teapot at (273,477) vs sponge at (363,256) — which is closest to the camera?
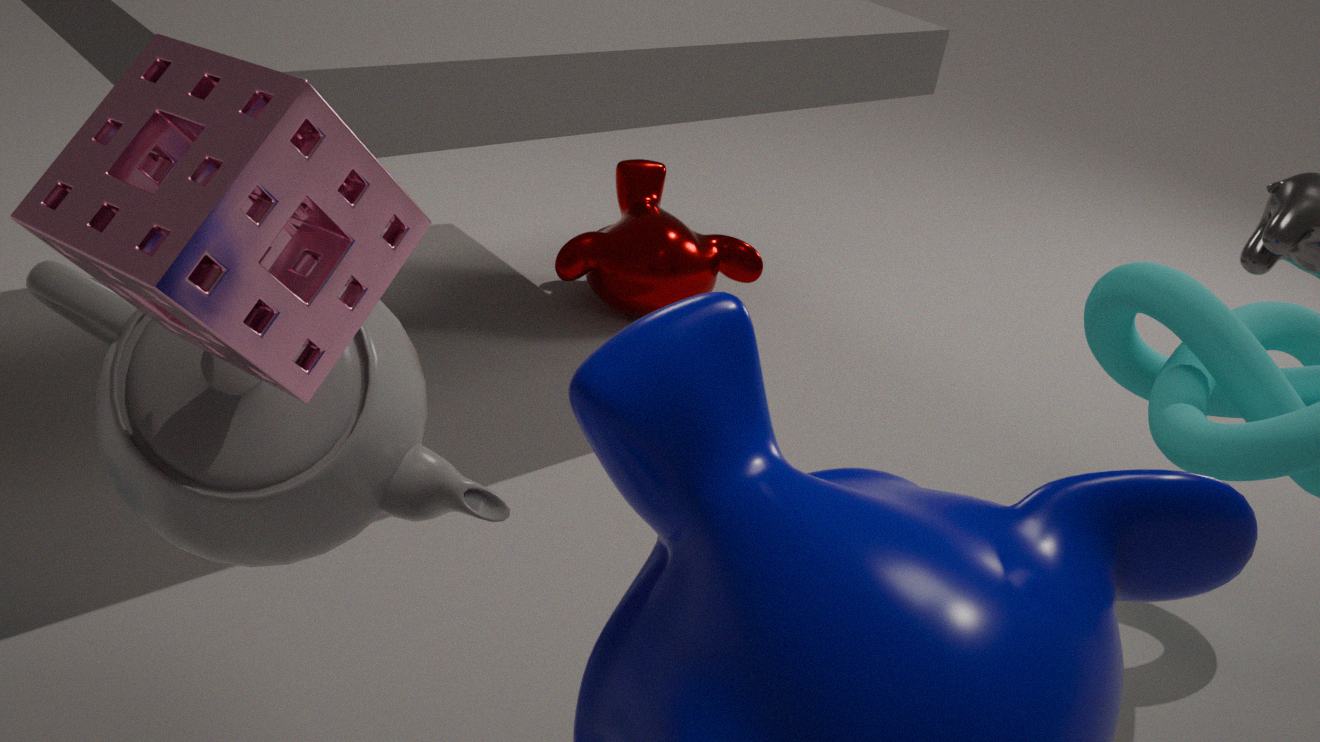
sponge at (363,256)
